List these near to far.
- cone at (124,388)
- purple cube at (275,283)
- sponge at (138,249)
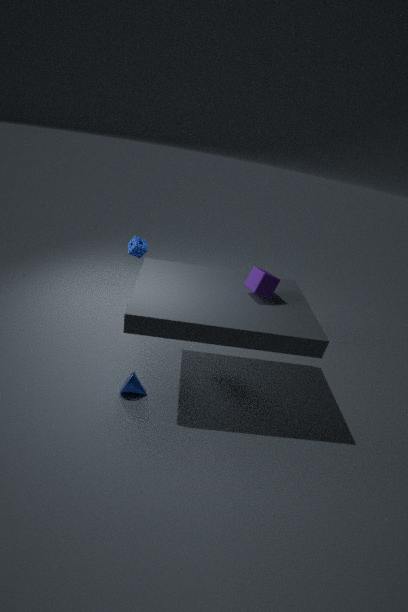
purple cube at (275,283), cone at (124,388), sponge at (138,249)
